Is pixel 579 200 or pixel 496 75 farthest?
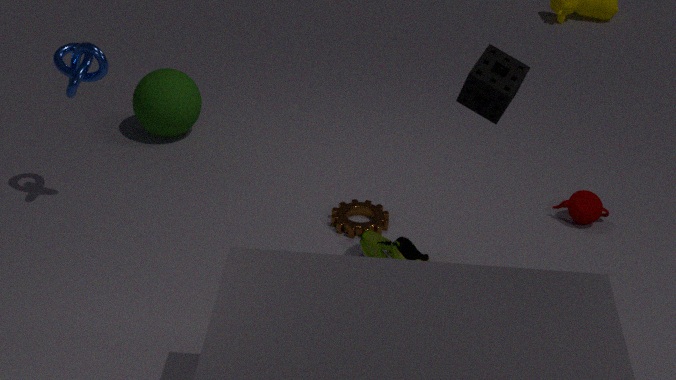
pixel 579 200
